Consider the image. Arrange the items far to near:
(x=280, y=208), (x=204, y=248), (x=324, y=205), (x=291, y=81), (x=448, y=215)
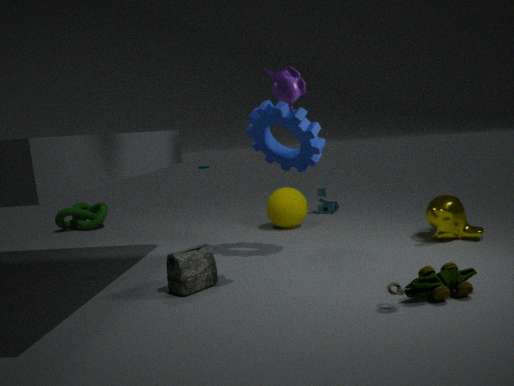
(x=324, y=205), (x=280, y=208), (x=448, y=215), (x=204, y=248), (x=291, y=81)
